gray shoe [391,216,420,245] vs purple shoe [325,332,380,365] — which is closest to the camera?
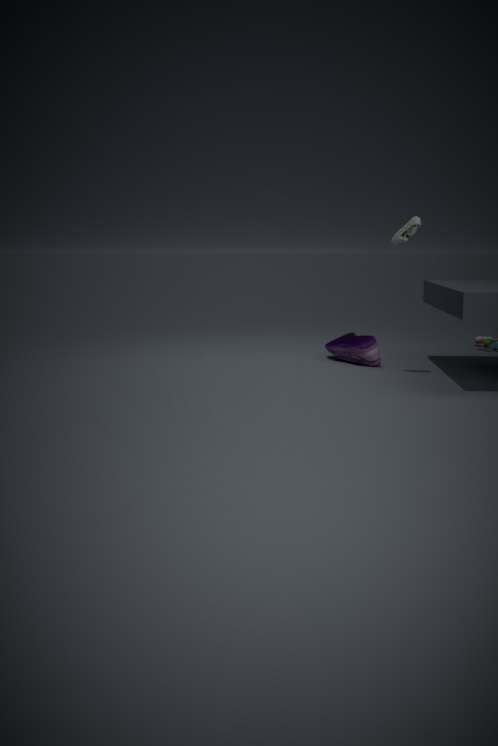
gray shoe [391,216,420,245]
